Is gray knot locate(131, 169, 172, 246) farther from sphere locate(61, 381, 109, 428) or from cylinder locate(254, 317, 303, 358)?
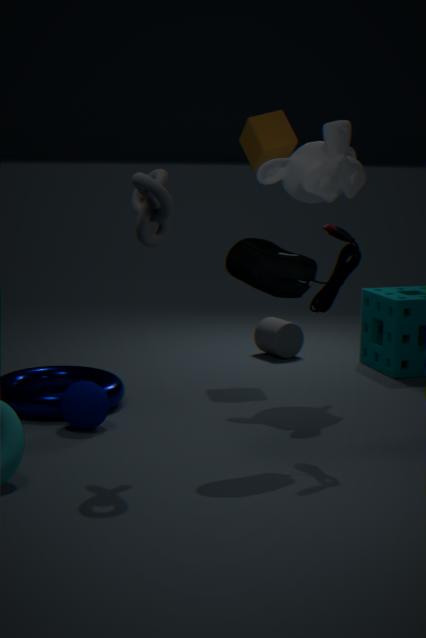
cylinder locate(254, 317, 303, 358)
